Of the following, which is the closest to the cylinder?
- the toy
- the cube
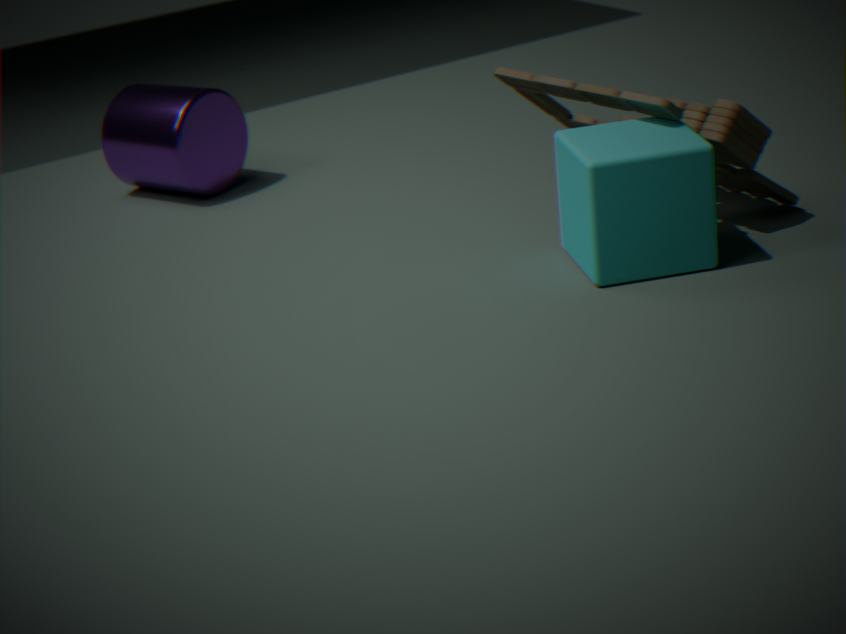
the toy
